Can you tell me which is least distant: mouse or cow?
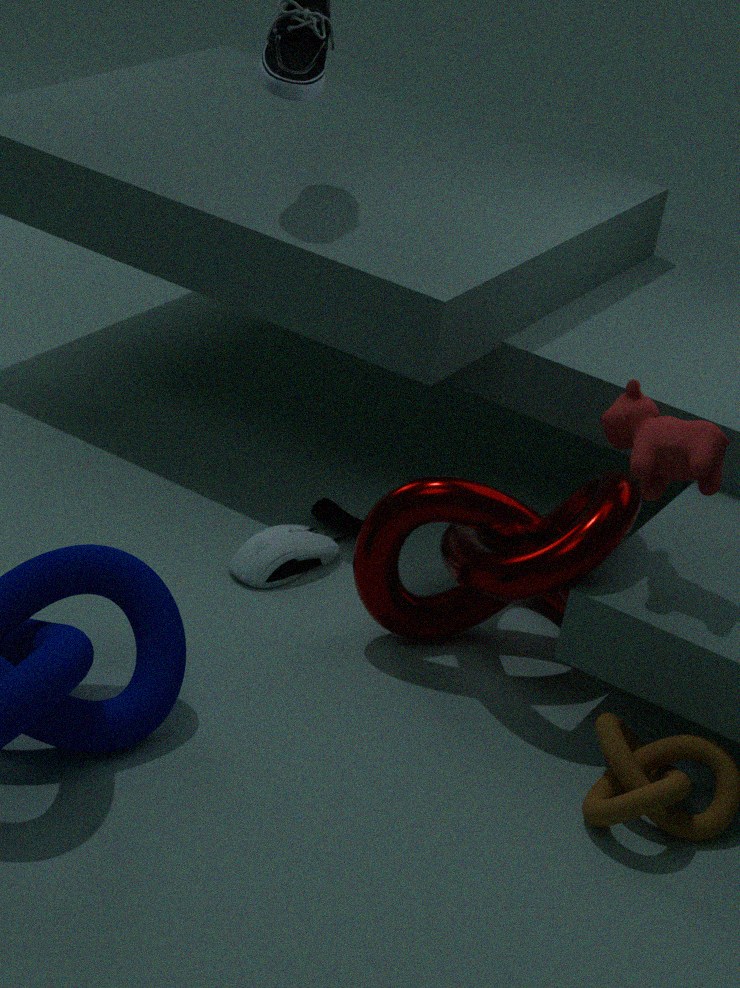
cow
